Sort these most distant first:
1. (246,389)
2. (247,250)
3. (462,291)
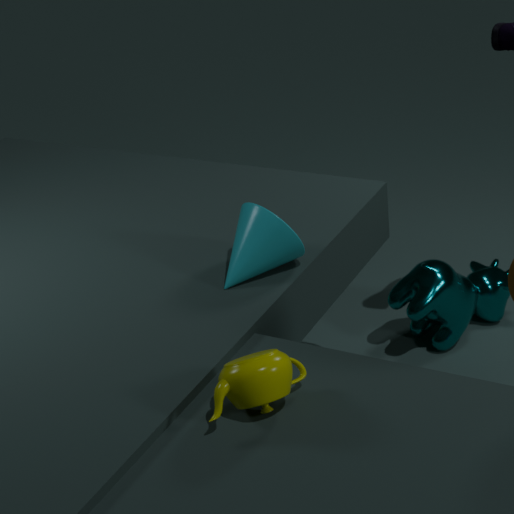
(462,291) → (247,250) → (246,389)
